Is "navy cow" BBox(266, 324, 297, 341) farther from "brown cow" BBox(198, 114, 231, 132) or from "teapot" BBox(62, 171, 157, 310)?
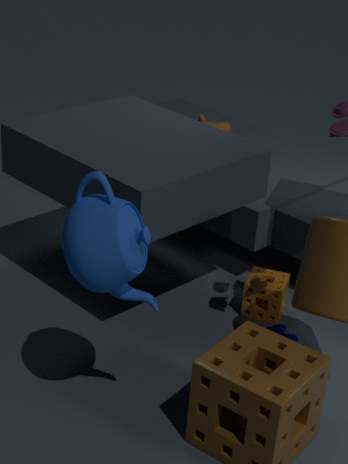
"brown cow" BBox(198, 114, 231, 132)
